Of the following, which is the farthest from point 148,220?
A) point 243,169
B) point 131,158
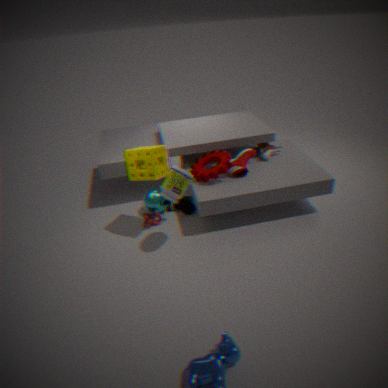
point 243,169
